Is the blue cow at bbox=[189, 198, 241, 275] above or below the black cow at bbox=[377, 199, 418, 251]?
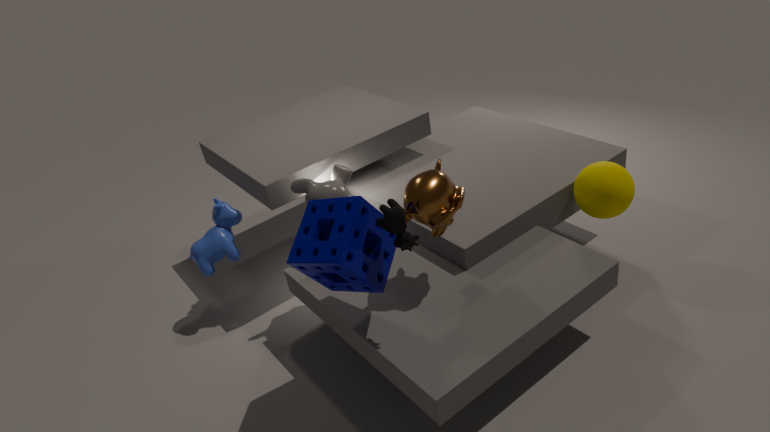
below
